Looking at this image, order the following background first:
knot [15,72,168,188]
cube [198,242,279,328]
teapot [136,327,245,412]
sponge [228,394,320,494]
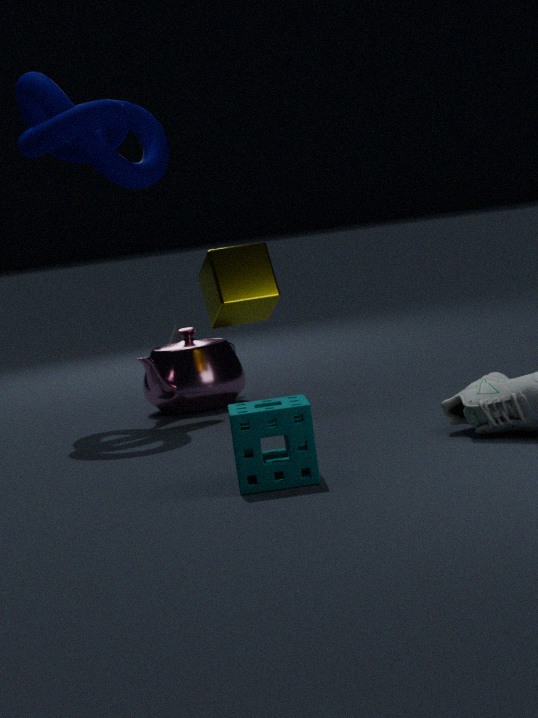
teapot [136,327,245,412], knot [15,72,168,188], cube [198,242,279,328], sponge [228,394,320,494]
